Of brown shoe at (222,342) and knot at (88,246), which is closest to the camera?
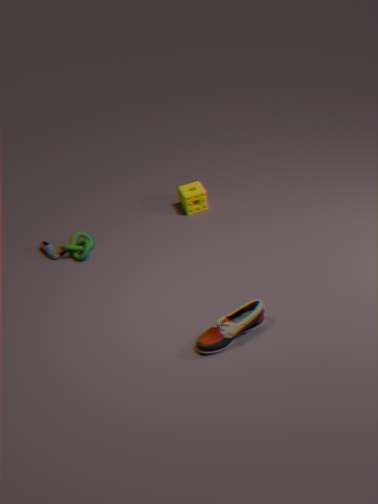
brown shoe at (222,342)
